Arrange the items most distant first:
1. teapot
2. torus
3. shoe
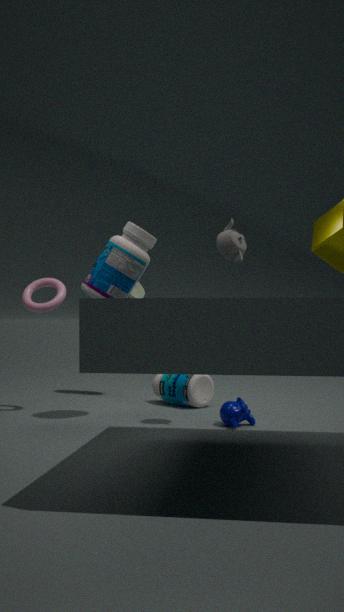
shoe < torus < teapot
